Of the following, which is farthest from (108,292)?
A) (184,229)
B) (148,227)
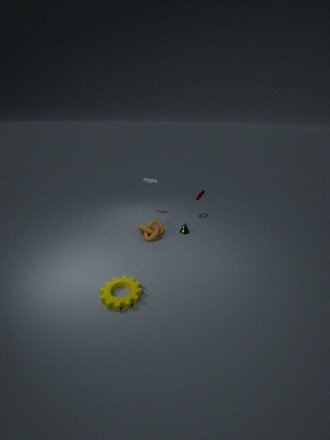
(184,229)
